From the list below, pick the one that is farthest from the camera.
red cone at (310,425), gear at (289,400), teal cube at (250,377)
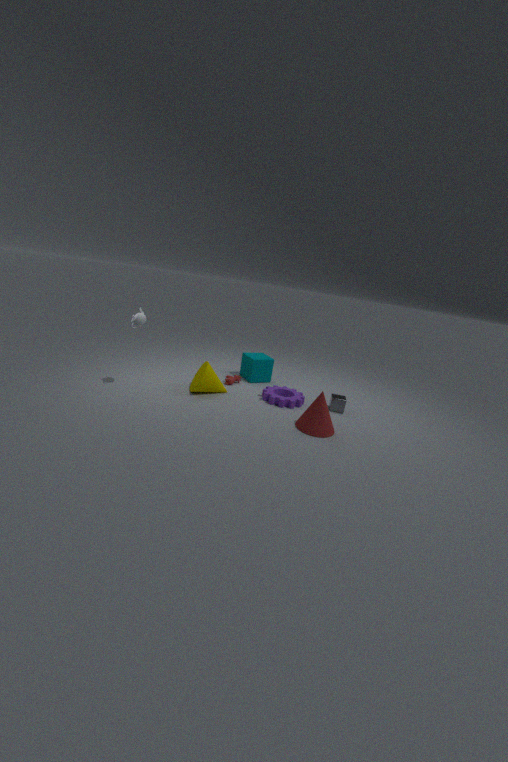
teal cube at (250,377)
